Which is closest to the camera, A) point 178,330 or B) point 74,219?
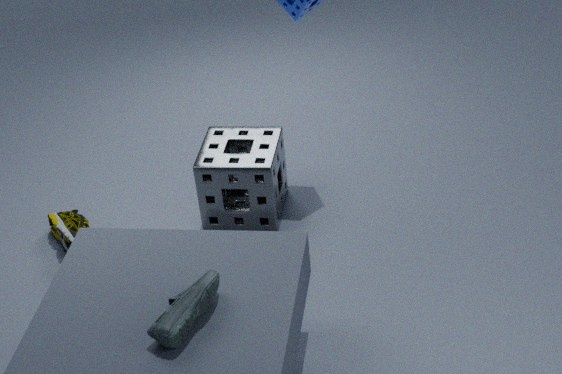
A. point 178,330
